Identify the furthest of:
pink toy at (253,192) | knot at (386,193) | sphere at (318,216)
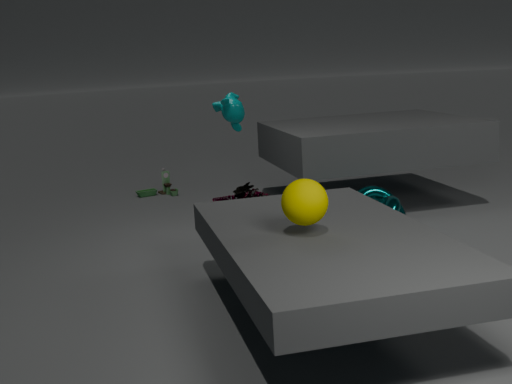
pink toy at (253,192)
